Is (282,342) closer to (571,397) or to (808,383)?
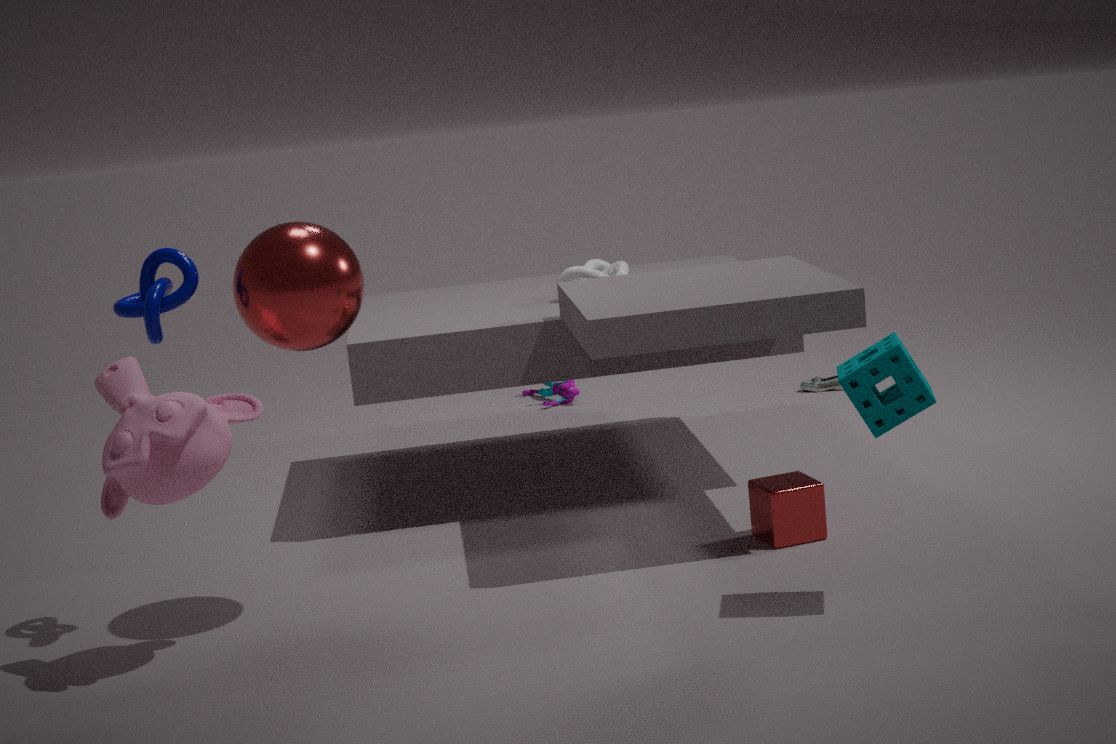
(571,397)
